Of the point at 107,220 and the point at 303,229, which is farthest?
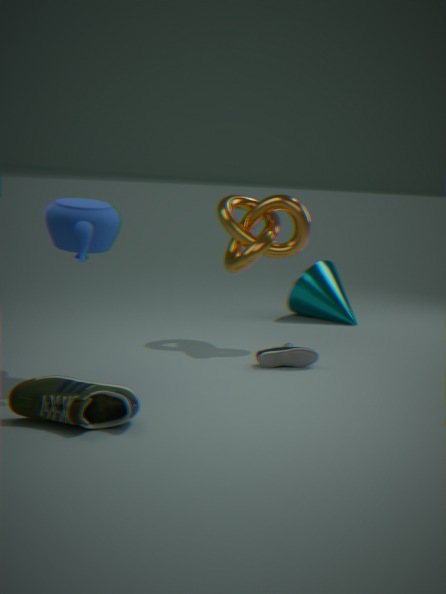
the point at 303,229
